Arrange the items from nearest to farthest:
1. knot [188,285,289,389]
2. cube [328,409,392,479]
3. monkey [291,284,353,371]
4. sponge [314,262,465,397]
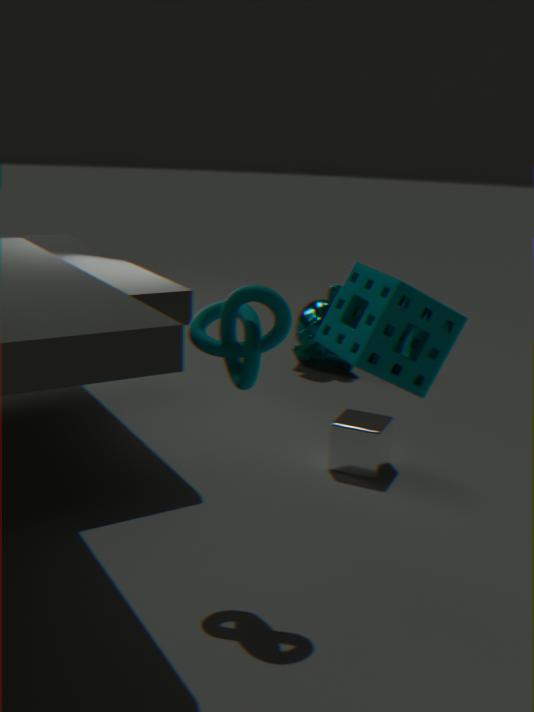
sponge [314,262,465,397]
knot [188,285,289,389]
cube [328,409,392,479]
monkey [291,284,353,371]
